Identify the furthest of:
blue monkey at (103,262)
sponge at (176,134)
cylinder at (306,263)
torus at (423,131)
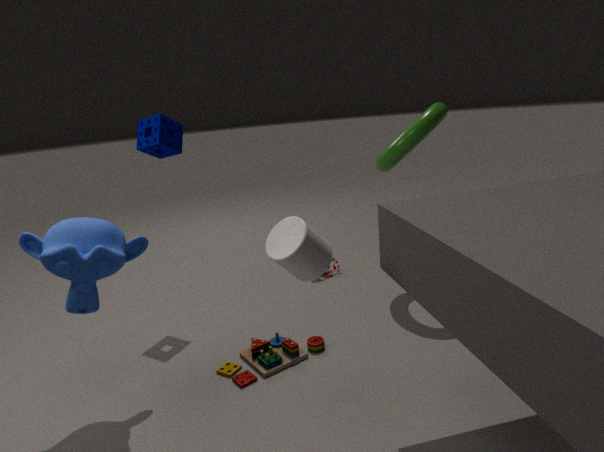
sponge at (176,134)
